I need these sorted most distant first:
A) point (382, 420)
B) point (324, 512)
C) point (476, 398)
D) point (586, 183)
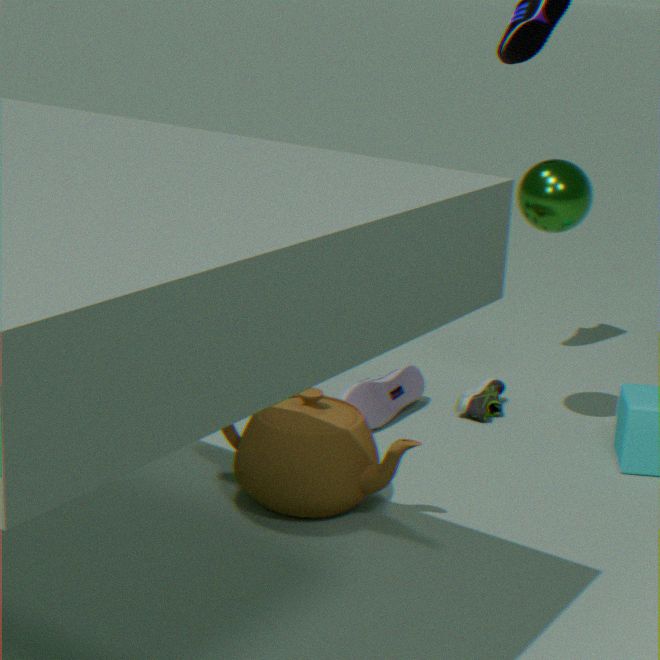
point (476, 398)
point (382, 420)
point (586, 183)
point (324, 512)
